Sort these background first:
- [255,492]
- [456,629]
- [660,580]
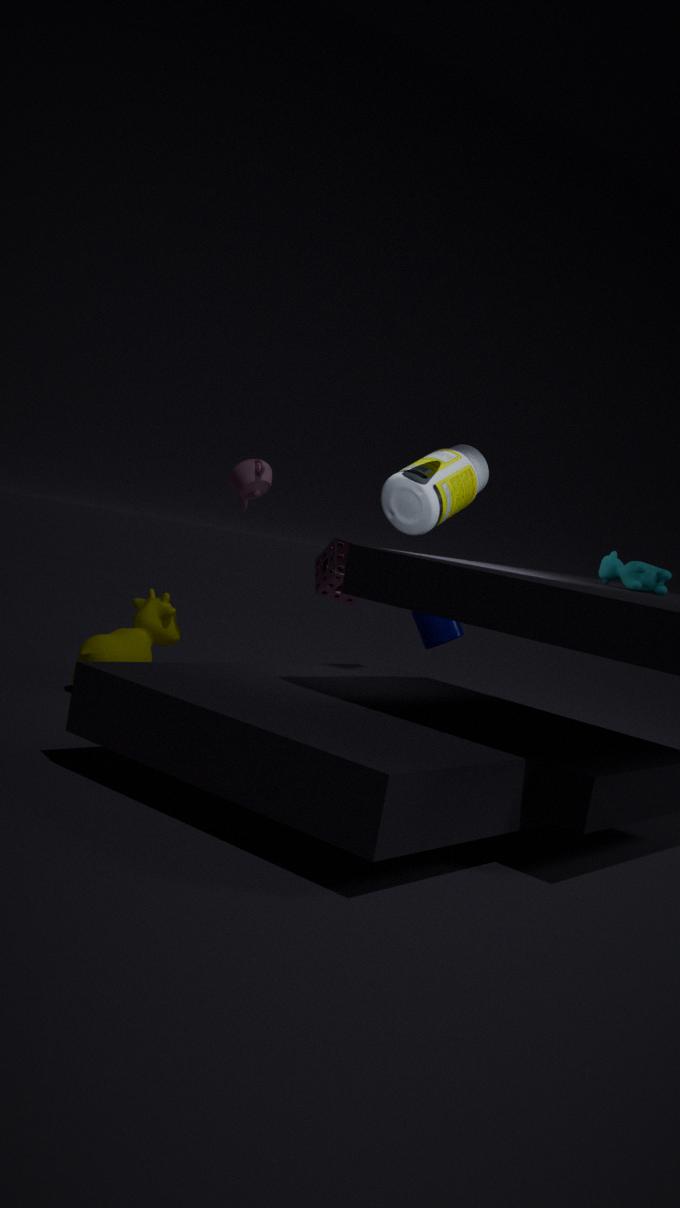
[456,629] < [255,492] < [660,580]
